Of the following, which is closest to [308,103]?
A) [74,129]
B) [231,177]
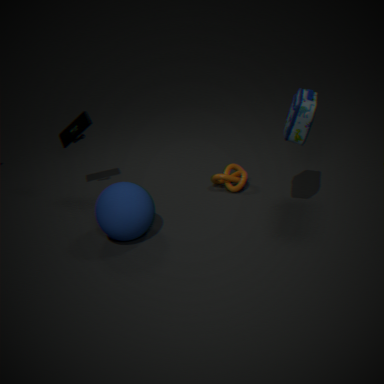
[231,177]
